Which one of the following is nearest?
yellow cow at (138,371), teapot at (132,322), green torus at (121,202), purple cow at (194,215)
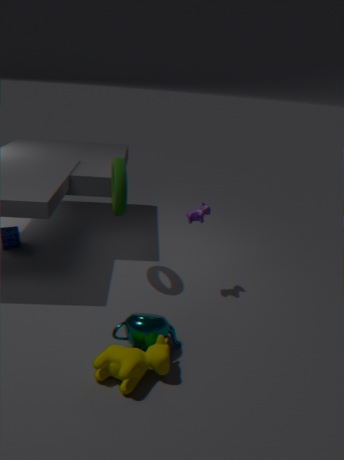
yellow cow at (138,371)
